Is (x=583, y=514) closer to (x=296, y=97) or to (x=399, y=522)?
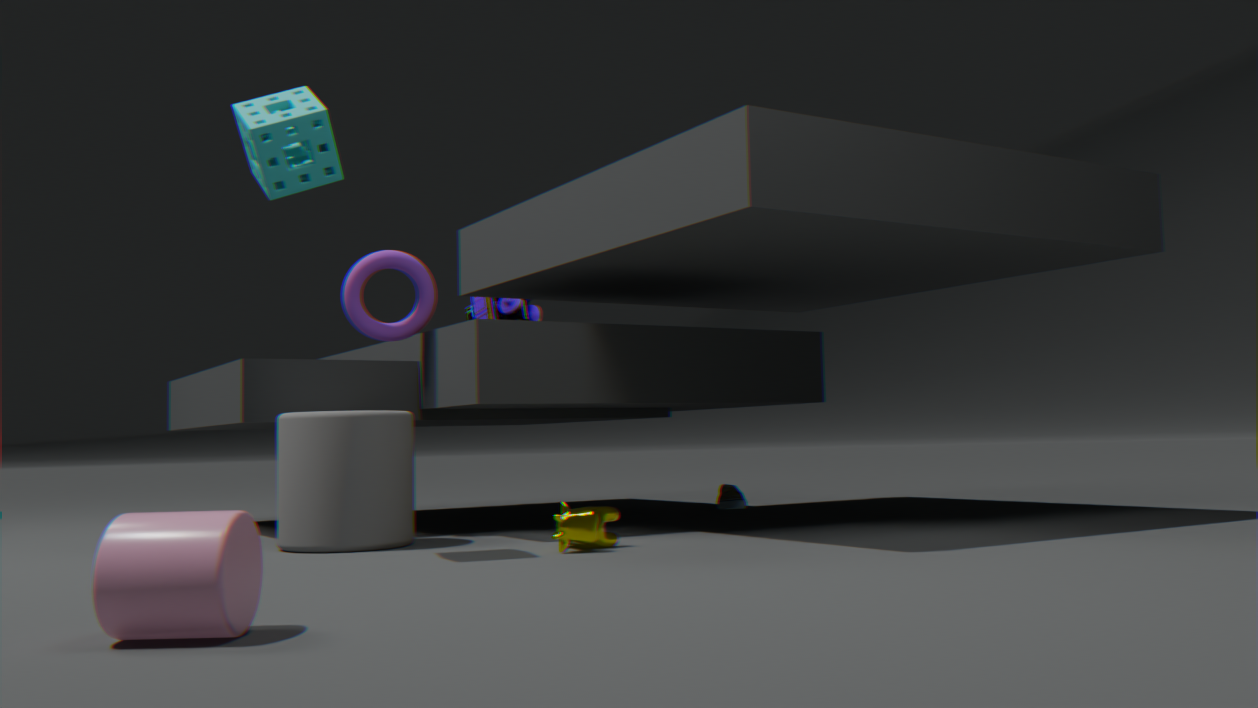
(x=399, y=522)
